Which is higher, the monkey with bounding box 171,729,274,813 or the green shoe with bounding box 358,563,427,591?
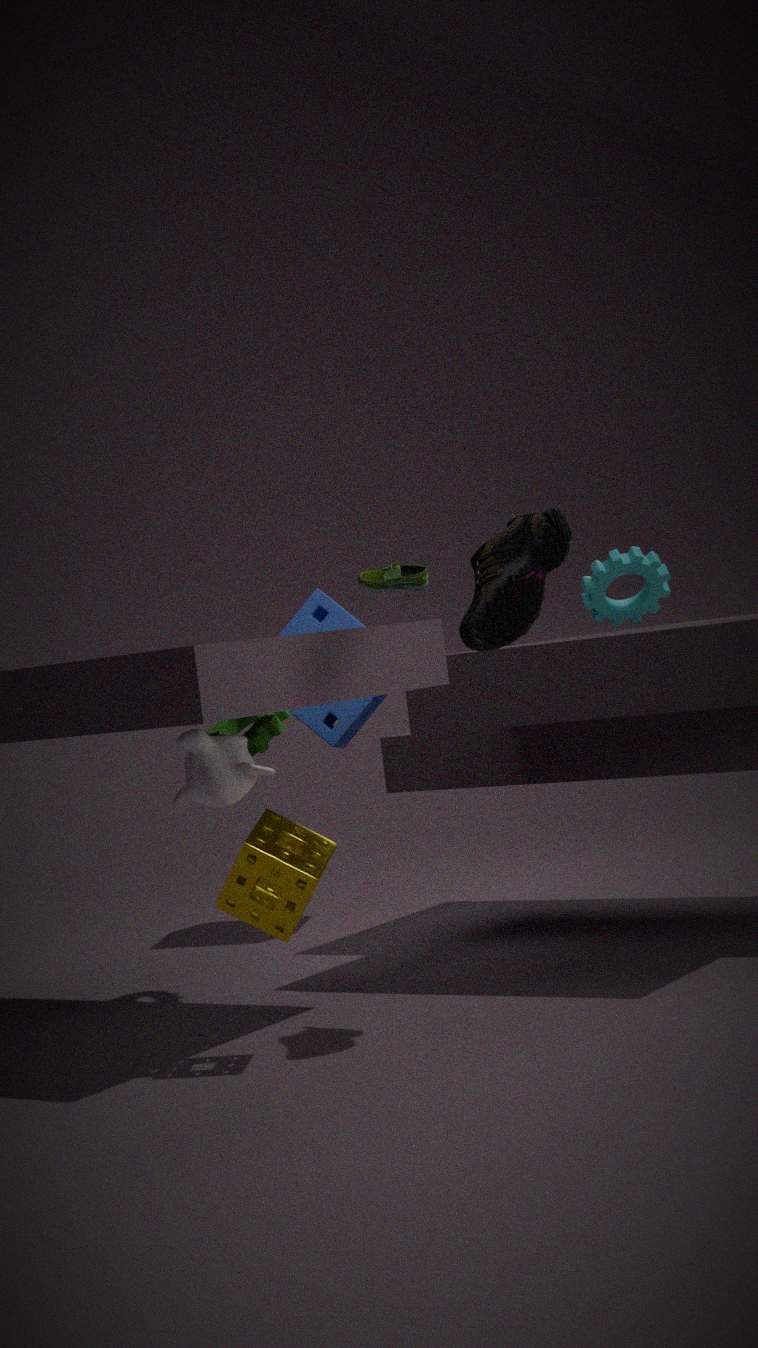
the green shoe with bounding box 358,563,427,591
